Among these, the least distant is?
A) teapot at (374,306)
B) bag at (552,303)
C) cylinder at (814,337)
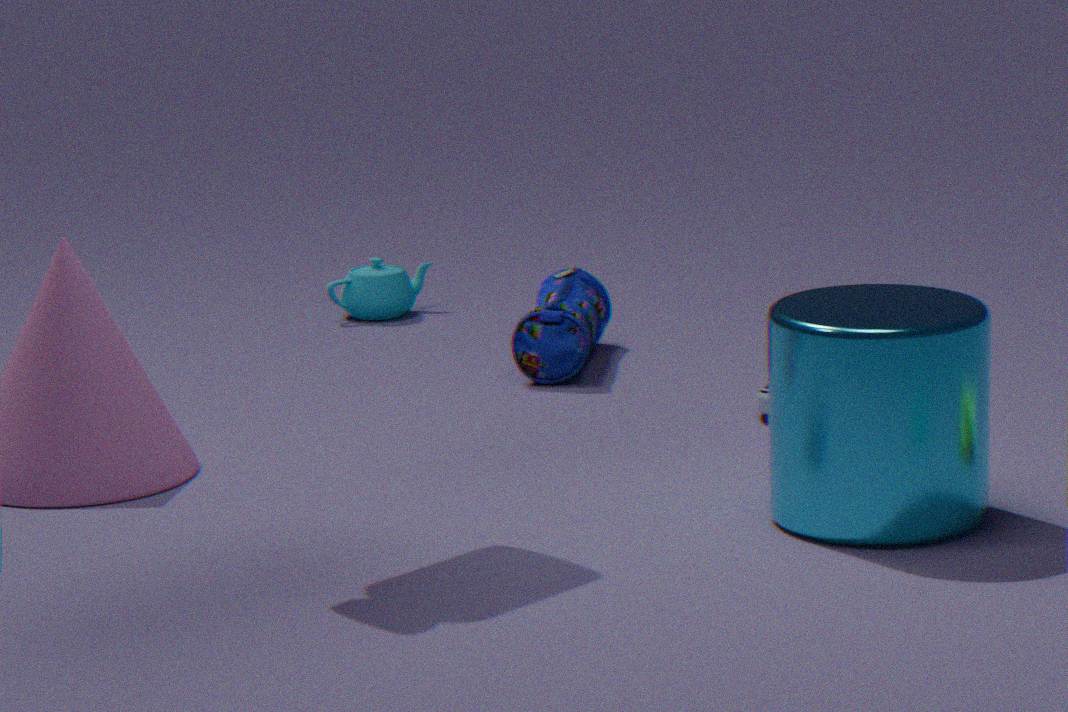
cylinder at (814,337)
